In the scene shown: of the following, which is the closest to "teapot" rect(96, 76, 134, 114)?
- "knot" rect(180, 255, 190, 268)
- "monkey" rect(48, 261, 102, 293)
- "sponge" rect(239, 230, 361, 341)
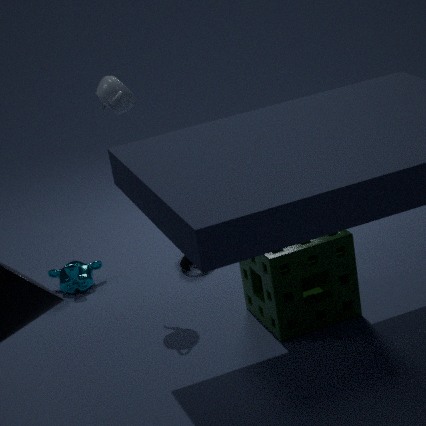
"sponge" rect(239, 230, 361, 341)
